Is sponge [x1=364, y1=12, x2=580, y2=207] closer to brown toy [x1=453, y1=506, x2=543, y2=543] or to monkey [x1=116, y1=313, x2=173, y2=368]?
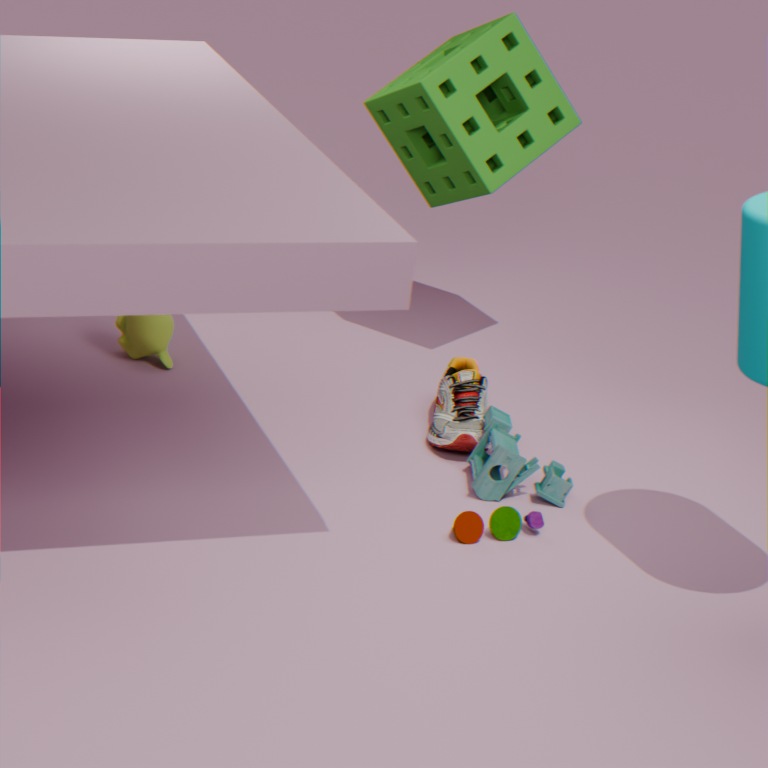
monkey [x1=116, y1=313, x2=173, y2=368]
